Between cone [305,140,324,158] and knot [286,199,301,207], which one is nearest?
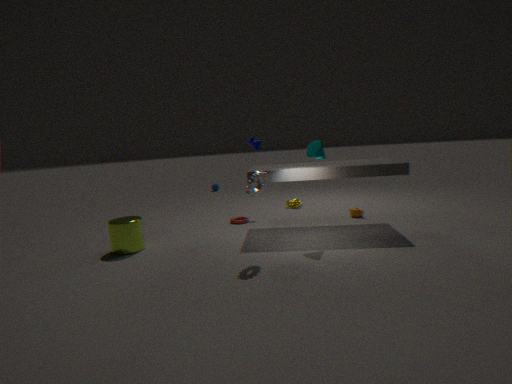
cone [305,140,324,158]
